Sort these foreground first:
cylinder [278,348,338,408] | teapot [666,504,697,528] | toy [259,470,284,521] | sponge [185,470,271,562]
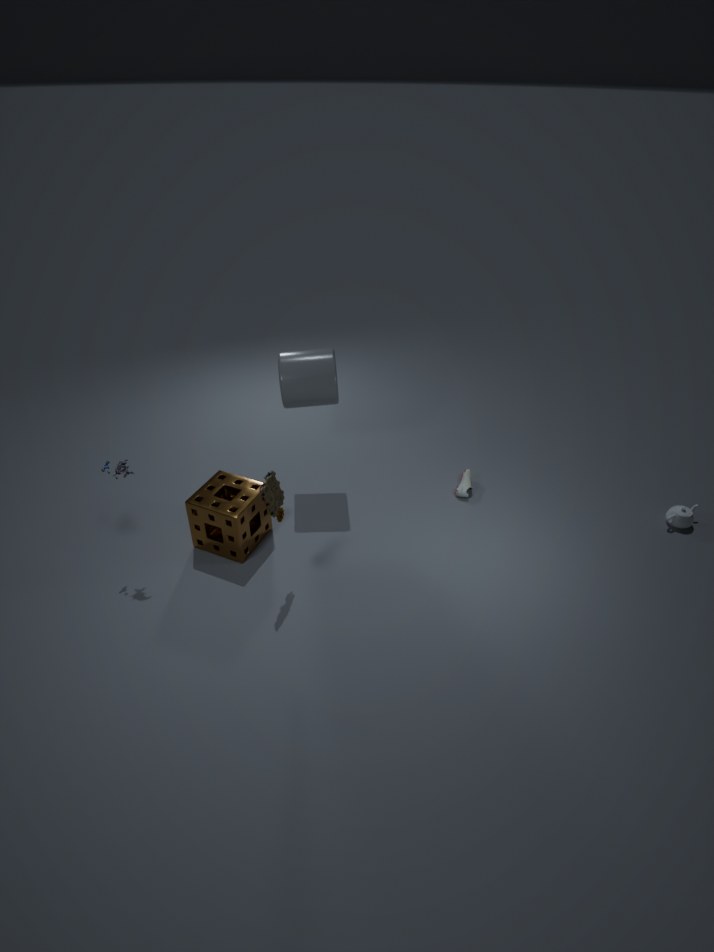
1. toy [259,470,284,521]
2. sponge [185,470,271,562]
3. cylinder [278,348,338,408]
4. teapot [666,504,697,528]
